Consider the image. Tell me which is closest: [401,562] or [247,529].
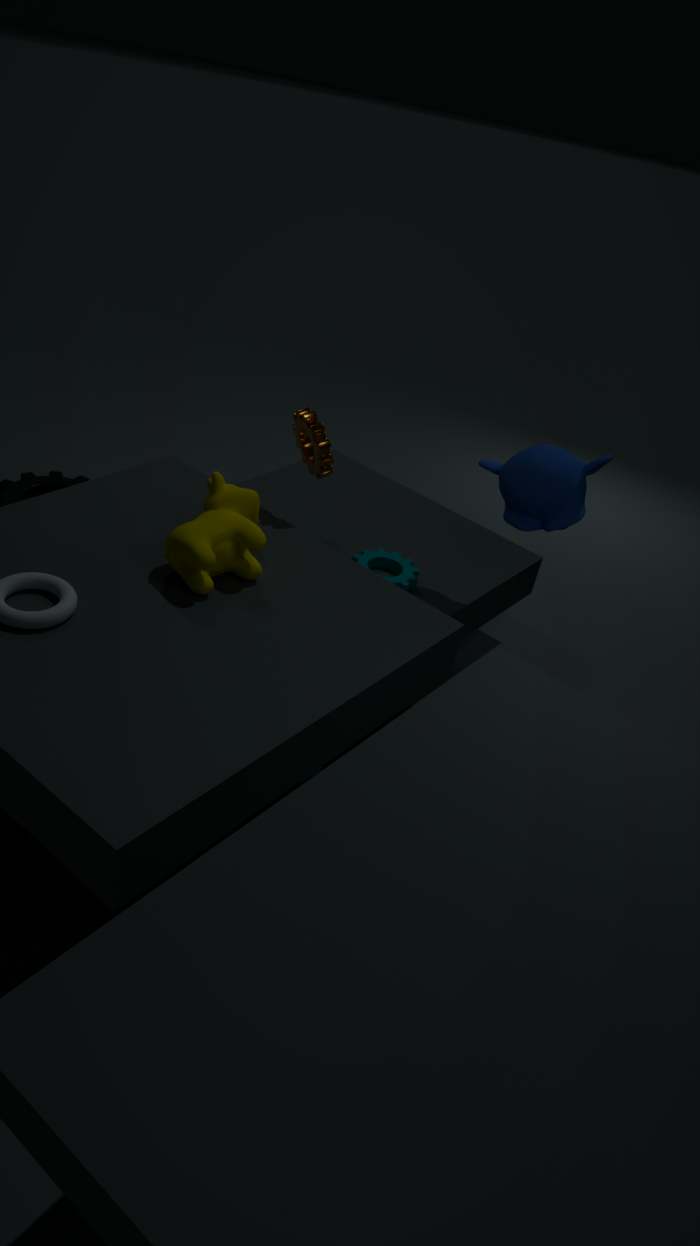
[247,529]
